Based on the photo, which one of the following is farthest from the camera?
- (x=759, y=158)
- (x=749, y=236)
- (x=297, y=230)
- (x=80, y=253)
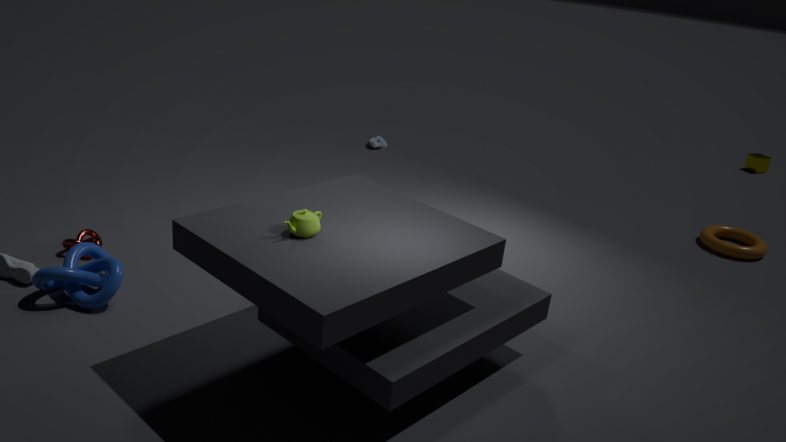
(x=759, y=158)
